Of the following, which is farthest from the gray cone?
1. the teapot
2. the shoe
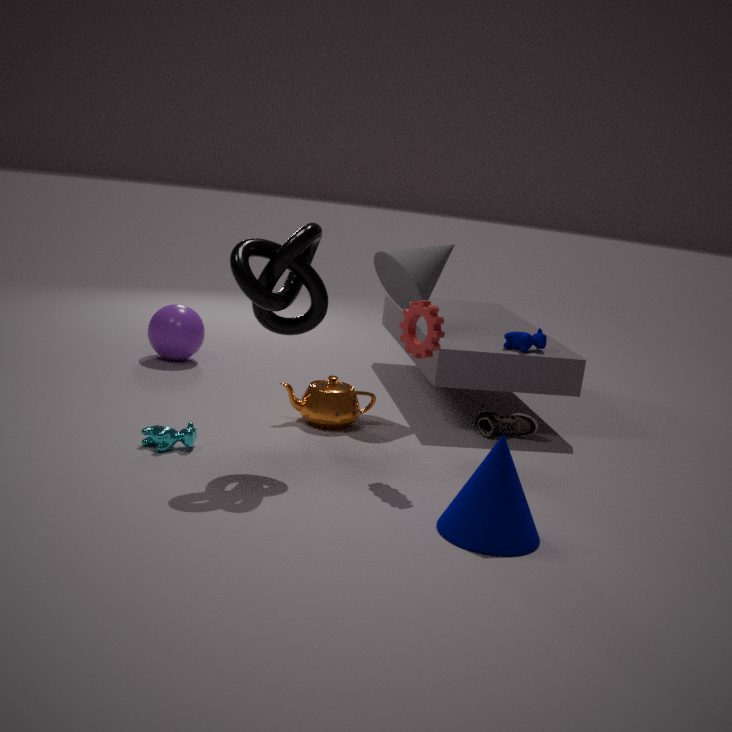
the shoe
